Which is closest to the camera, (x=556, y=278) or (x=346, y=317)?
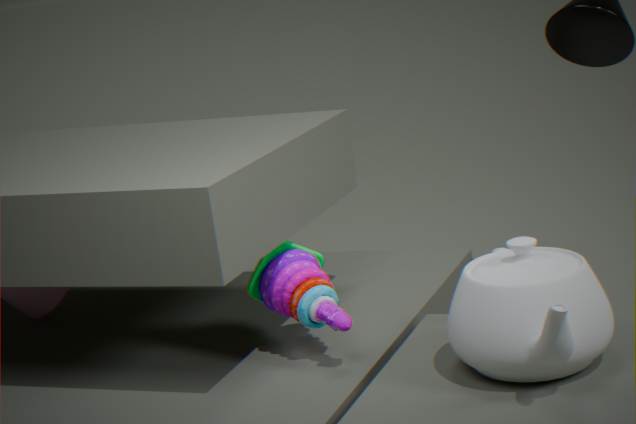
(x=556, y=278)
